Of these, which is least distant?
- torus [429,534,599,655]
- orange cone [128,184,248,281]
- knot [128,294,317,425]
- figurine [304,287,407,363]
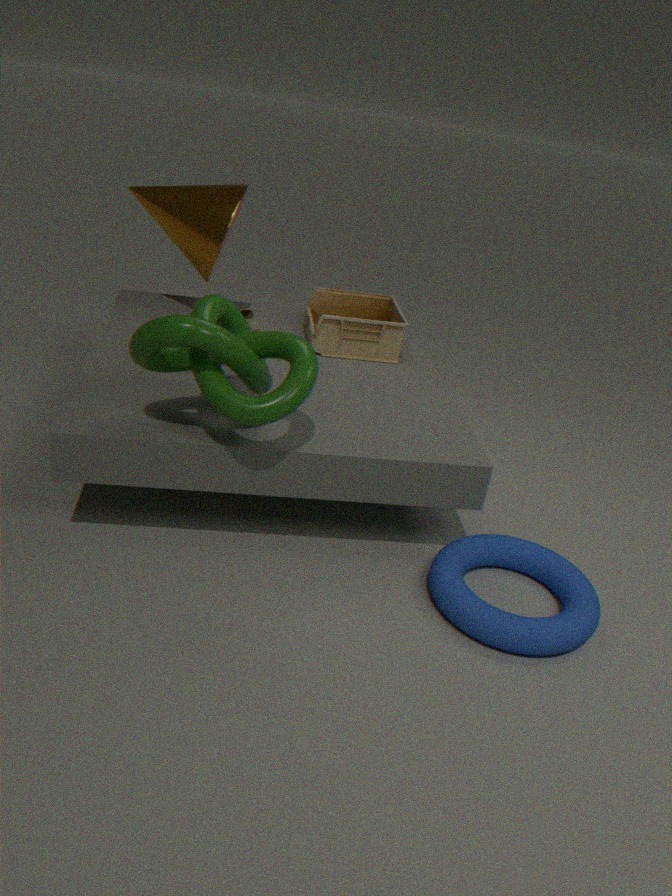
knot [128,294,317,425]
